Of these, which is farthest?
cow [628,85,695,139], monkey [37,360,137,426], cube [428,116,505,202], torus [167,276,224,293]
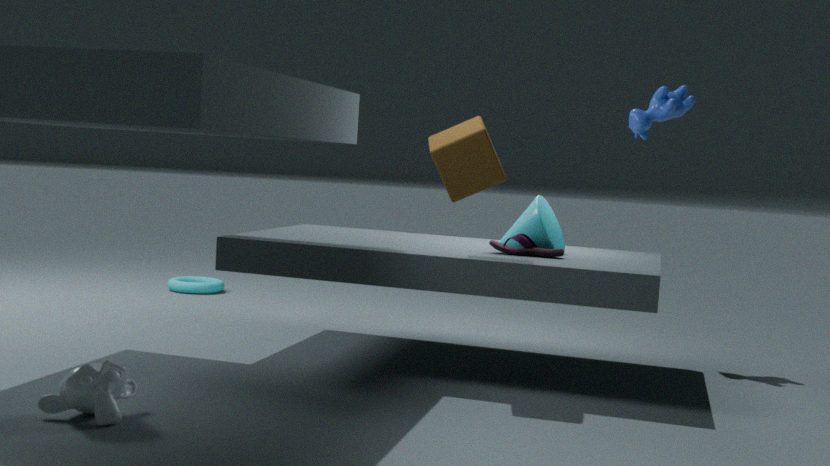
torus [167,276,224,293]
